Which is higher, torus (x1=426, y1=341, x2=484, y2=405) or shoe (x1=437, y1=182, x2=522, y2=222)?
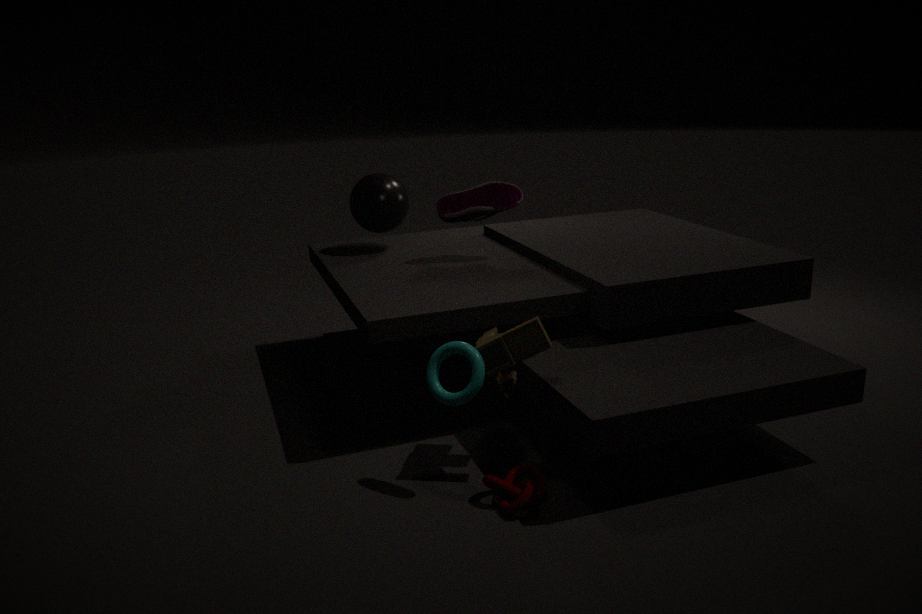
shoe (x1=437, y1=182, x2=522, y2=222)
